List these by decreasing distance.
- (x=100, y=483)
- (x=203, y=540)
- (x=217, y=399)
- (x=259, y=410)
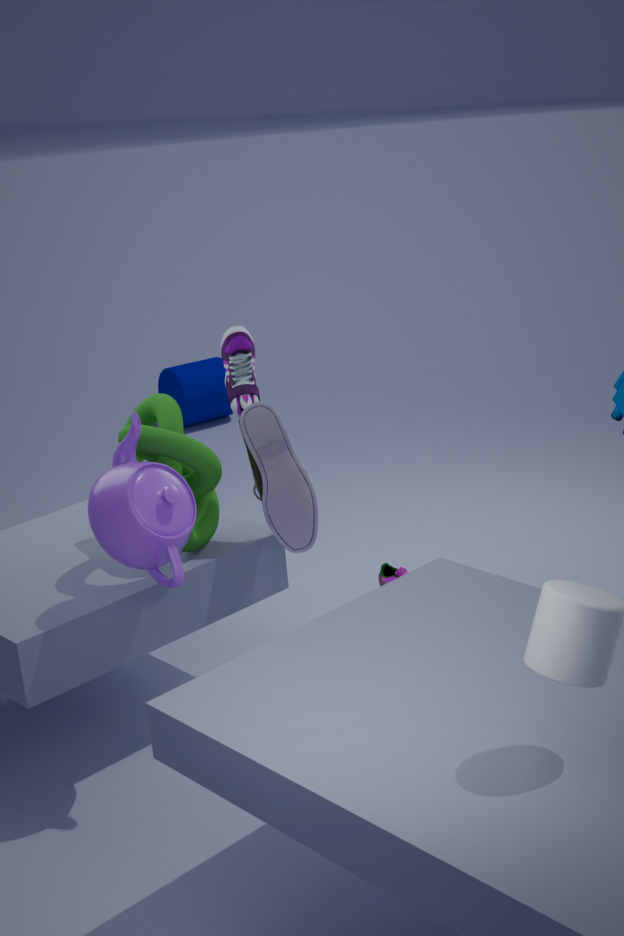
(x=217, y=399) < (x=203, y=540) < (x=259, y=410) < (x=100, y=483)
